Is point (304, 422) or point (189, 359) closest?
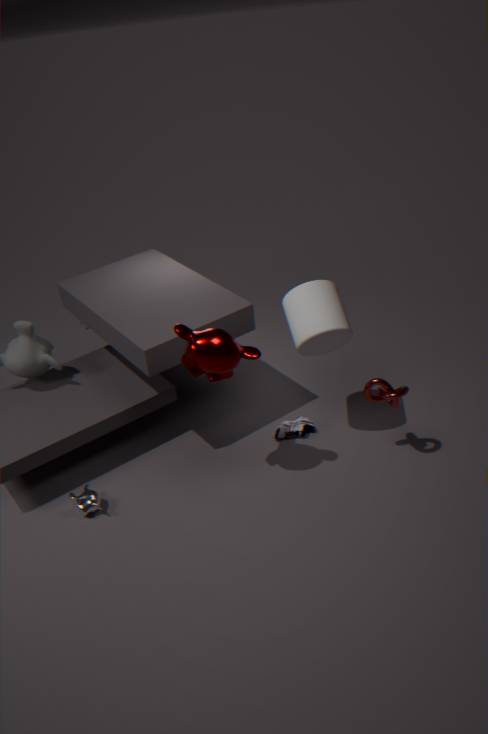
point (189, 359)
